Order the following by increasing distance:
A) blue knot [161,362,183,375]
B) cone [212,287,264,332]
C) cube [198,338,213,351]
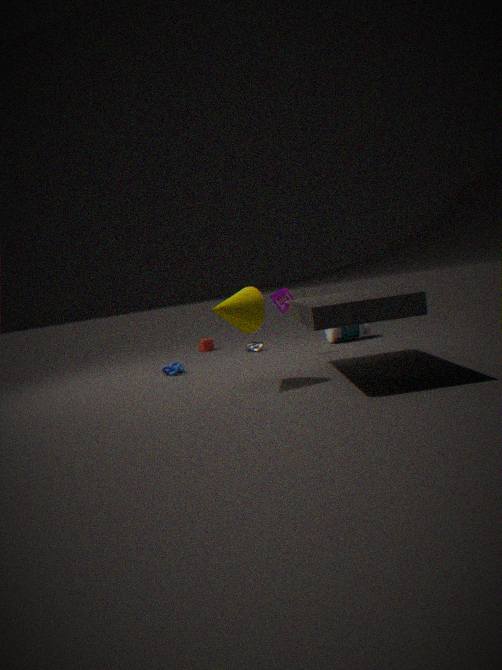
cone [212,287,264,332] → blue knot [161,362,183,375] → cube [198,338,213,351]
